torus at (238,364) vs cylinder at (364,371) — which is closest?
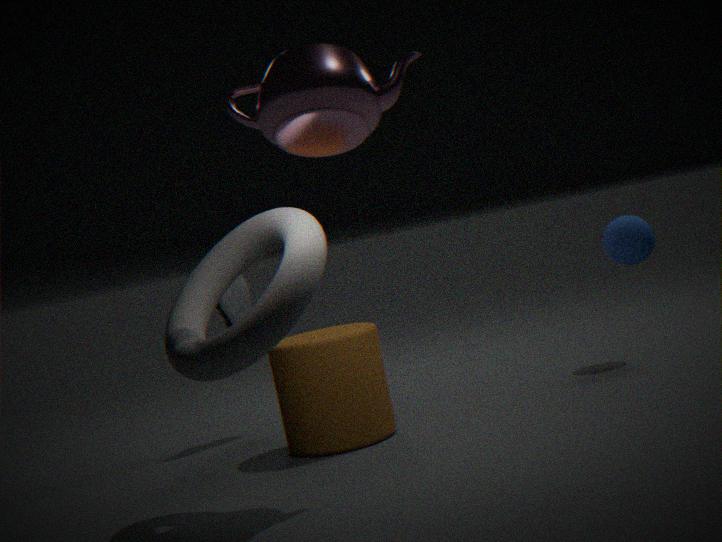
torus at (238,364)
